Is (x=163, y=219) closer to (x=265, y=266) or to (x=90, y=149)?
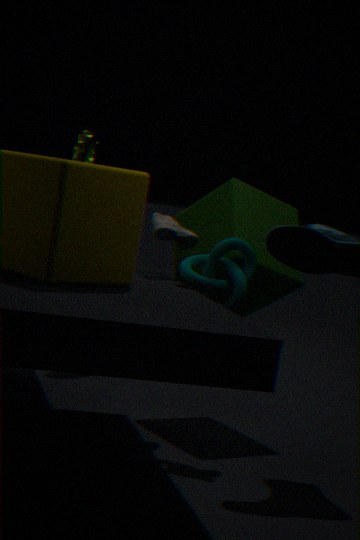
(x=265, y=266)
